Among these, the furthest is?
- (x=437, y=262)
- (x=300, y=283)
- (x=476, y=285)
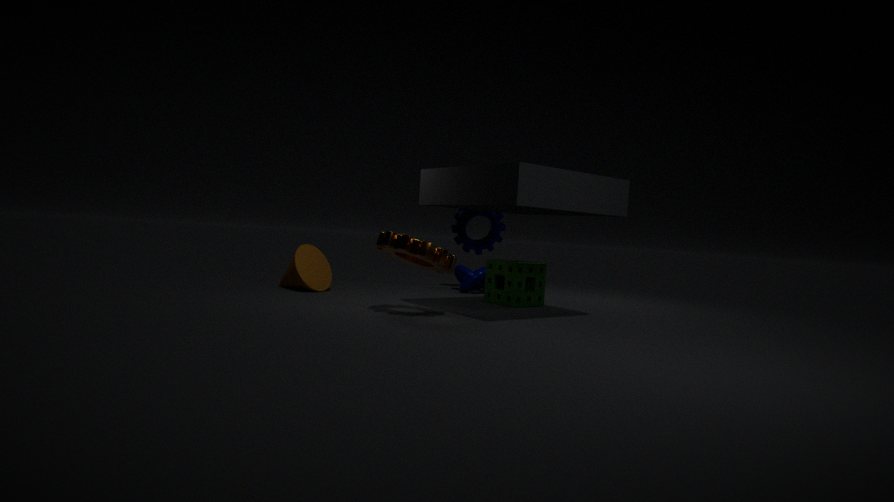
(x=476, y=285)
